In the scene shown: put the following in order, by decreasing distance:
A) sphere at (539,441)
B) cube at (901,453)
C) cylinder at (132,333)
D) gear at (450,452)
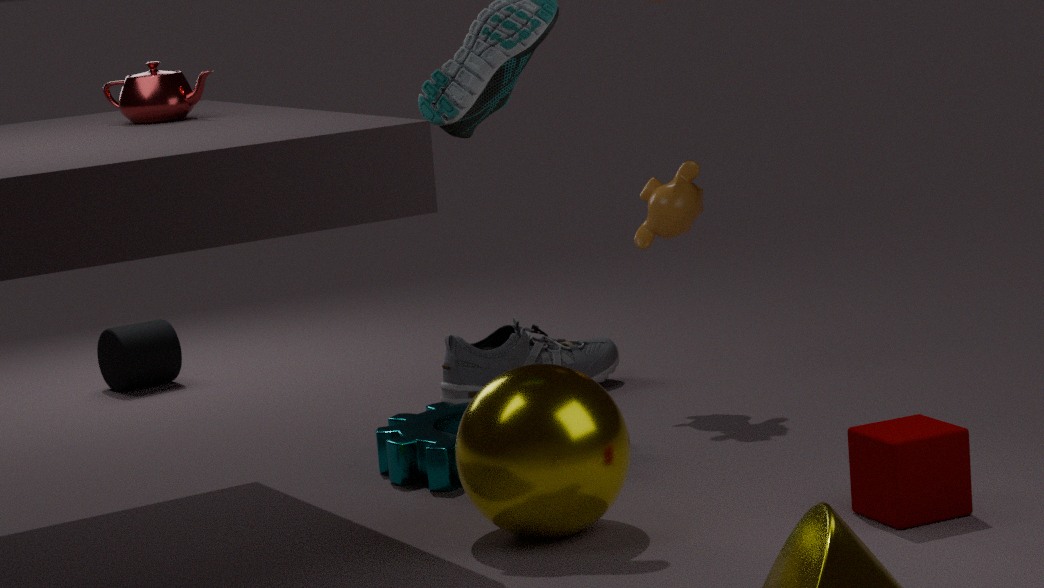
1. cylinder at (132,333)
2. gear at (450,452)
3. cube at (901,453)
4. sphere at (539,441)
